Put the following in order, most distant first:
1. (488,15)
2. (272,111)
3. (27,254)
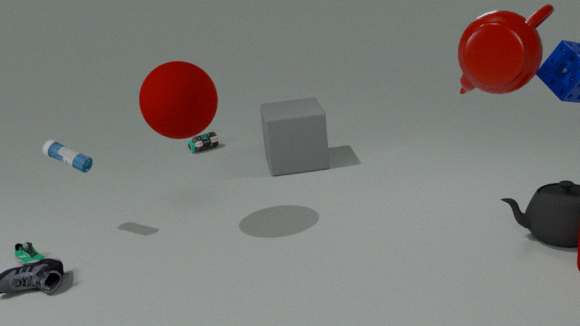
(272,111) < (27,254) < (488,15)
